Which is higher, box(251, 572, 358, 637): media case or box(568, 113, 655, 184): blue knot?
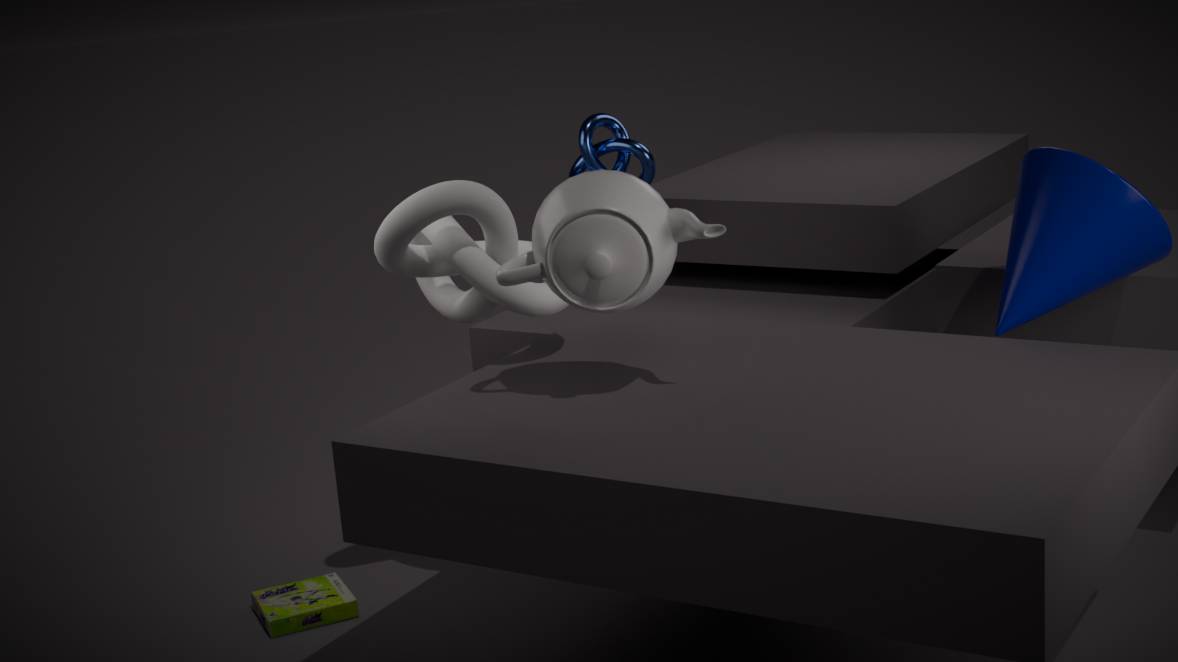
box(568, 113, 655, 184): blue knot
